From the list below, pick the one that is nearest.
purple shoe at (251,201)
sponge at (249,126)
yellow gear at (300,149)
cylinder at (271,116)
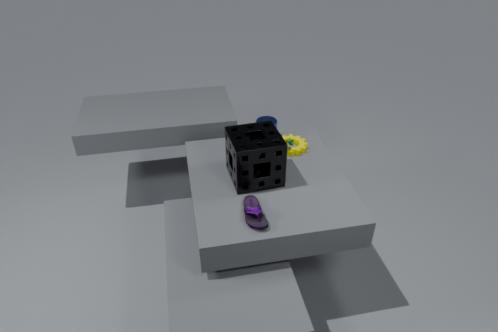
purple shoe at (251,201)
